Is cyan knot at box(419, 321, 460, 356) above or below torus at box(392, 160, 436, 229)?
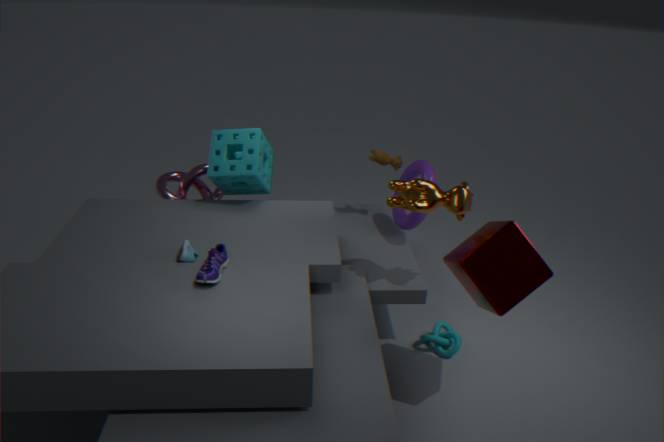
below
